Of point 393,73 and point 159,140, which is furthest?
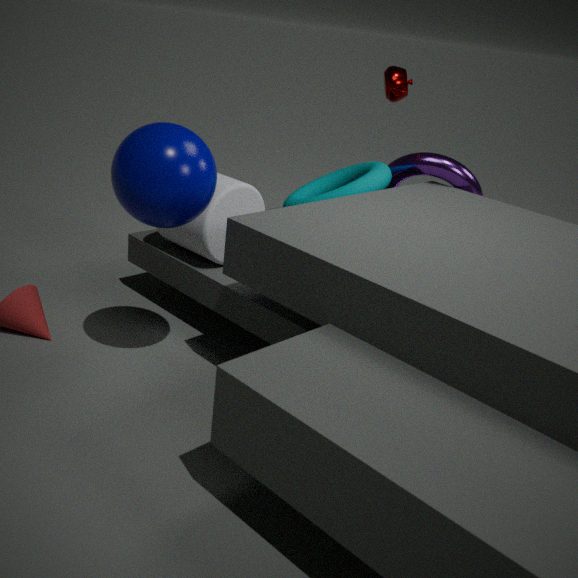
point 393,73
